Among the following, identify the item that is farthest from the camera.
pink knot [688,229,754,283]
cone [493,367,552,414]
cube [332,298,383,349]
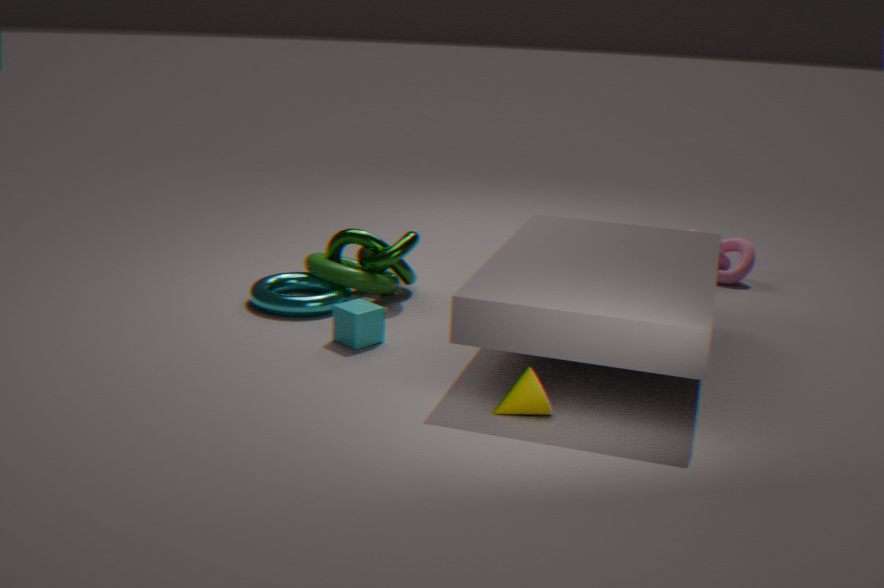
pink knot [688,229,754,283]
